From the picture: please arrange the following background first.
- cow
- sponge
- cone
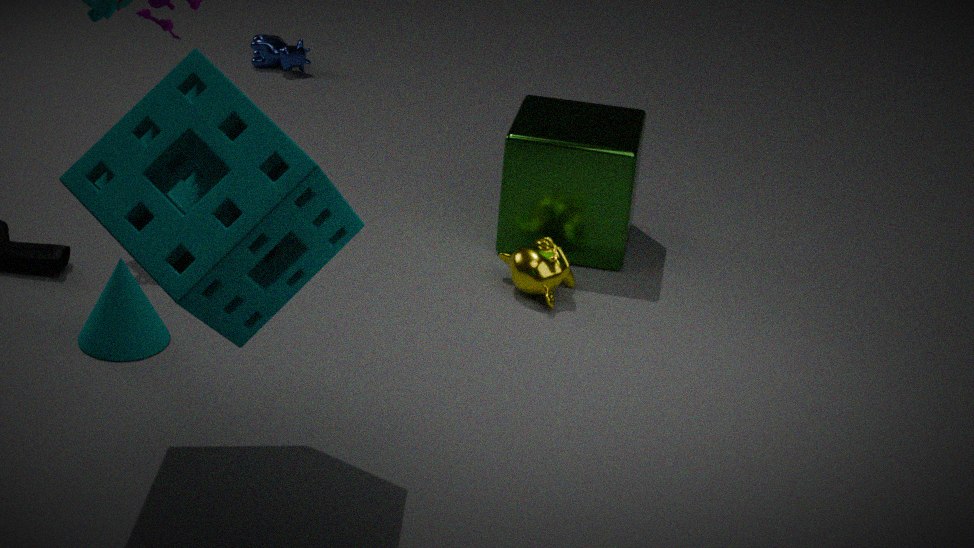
cow → cone → sponge
